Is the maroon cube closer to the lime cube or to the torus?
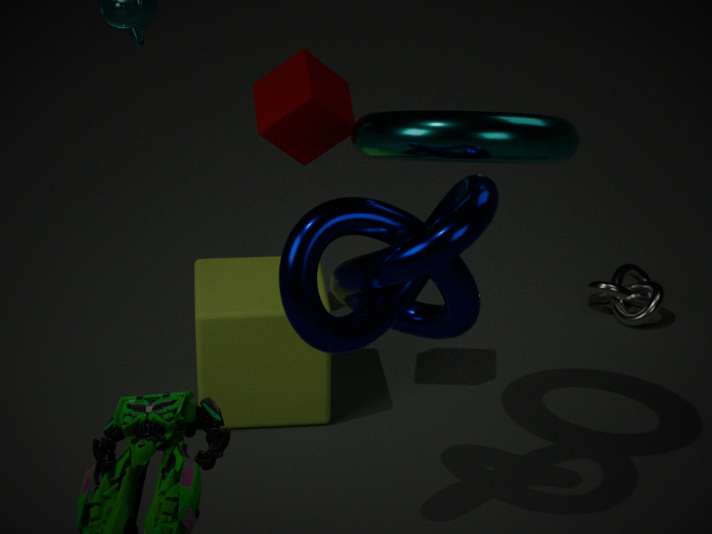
the torus
